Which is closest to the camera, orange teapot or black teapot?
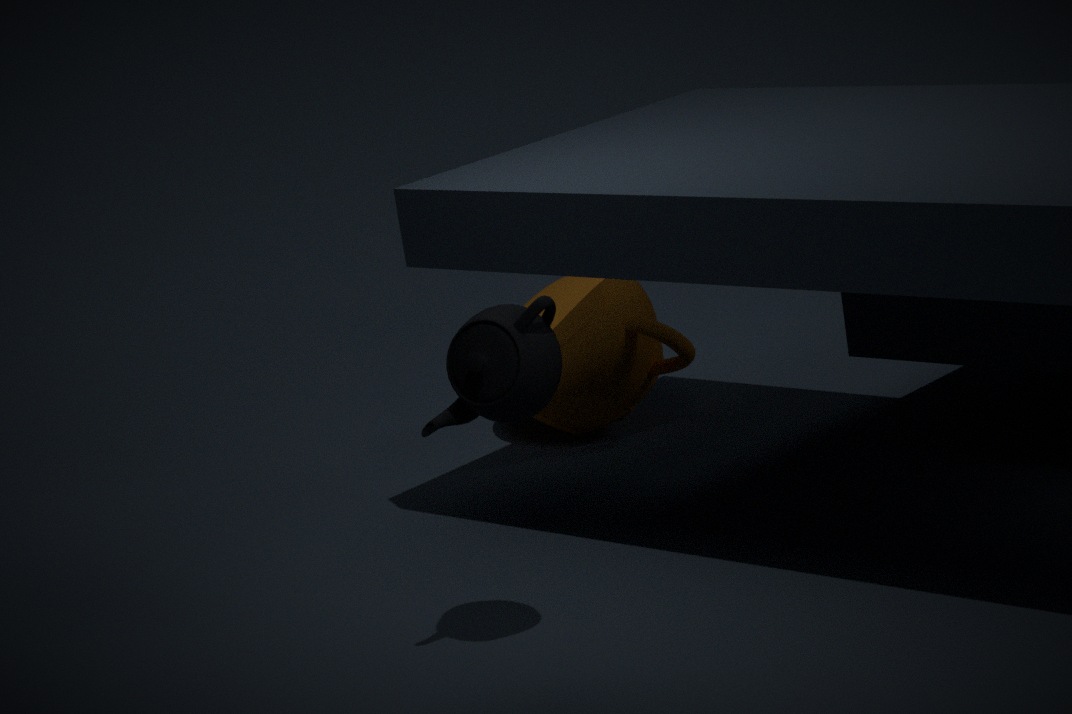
black teapot
